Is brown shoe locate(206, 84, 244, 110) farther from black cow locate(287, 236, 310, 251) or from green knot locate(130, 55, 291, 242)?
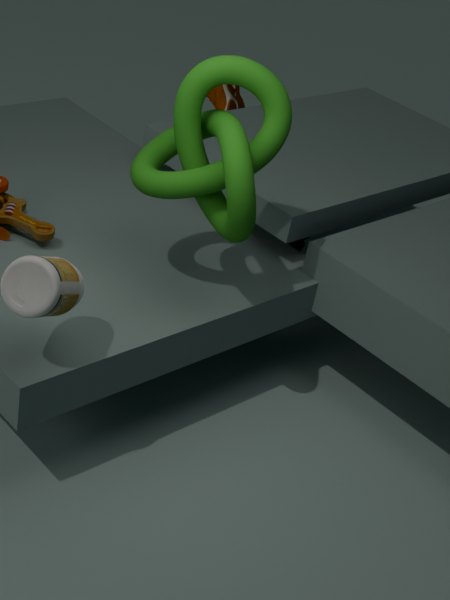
green knot locate(130, 55, 291, 242)
